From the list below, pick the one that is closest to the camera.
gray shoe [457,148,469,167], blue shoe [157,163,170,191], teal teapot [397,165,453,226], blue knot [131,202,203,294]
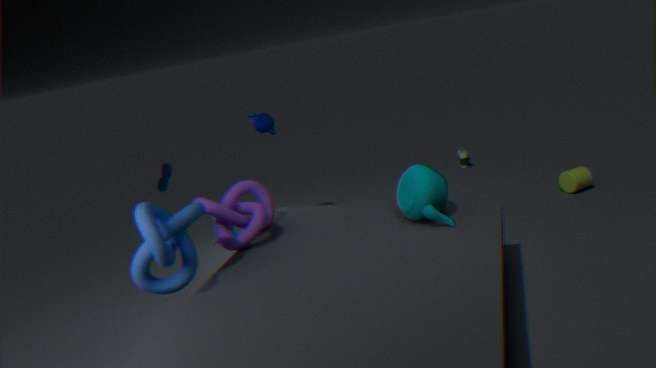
blue knot [131,202,203,294]
